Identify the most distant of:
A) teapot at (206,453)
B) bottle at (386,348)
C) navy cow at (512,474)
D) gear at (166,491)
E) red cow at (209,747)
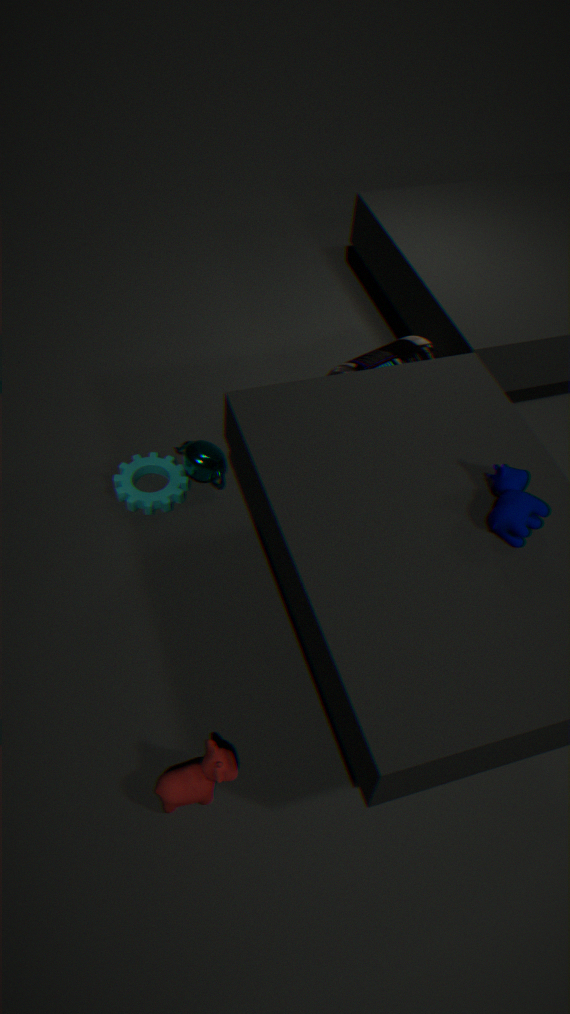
bottle at (386,348)
